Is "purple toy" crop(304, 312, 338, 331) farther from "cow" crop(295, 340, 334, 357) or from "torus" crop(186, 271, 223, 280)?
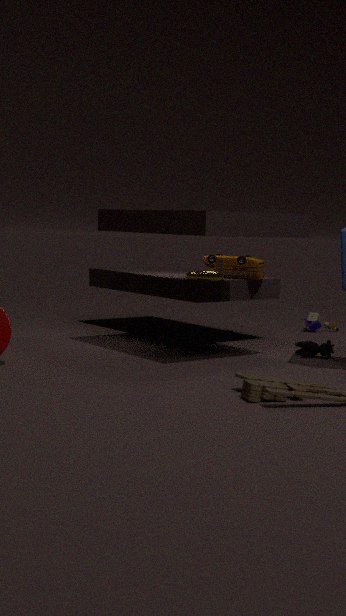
"torus" crop(186, 271, 223, 280)
